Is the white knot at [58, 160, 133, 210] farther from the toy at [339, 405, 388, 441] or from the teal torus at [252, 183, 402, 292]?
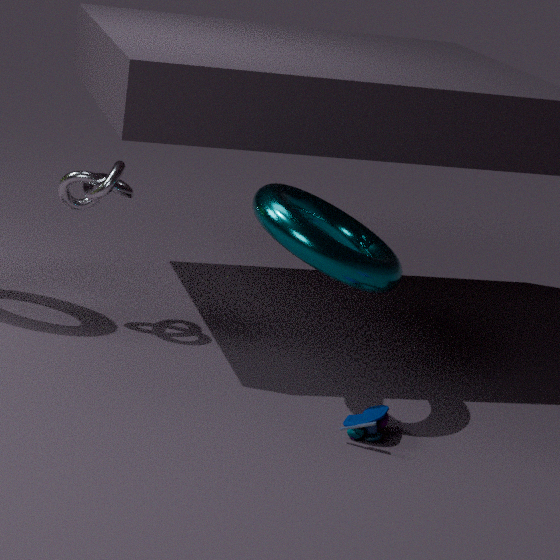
the toy at [339, 405, 388, 441]
